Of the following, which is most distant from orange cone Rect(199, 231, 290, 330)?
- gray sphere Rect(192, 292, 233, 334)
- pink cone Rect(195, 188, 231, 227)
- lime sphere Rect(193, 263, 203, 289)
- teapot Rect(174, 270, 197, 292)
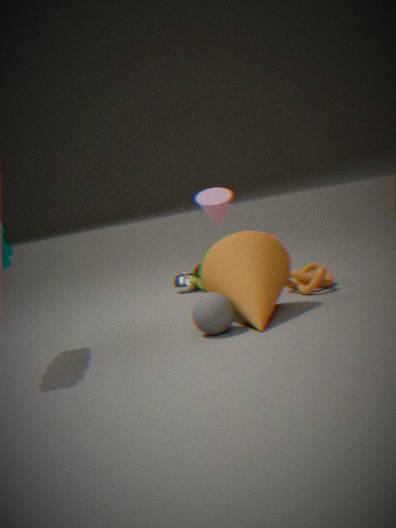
teapot Rect(174, 270, 197, 292)
